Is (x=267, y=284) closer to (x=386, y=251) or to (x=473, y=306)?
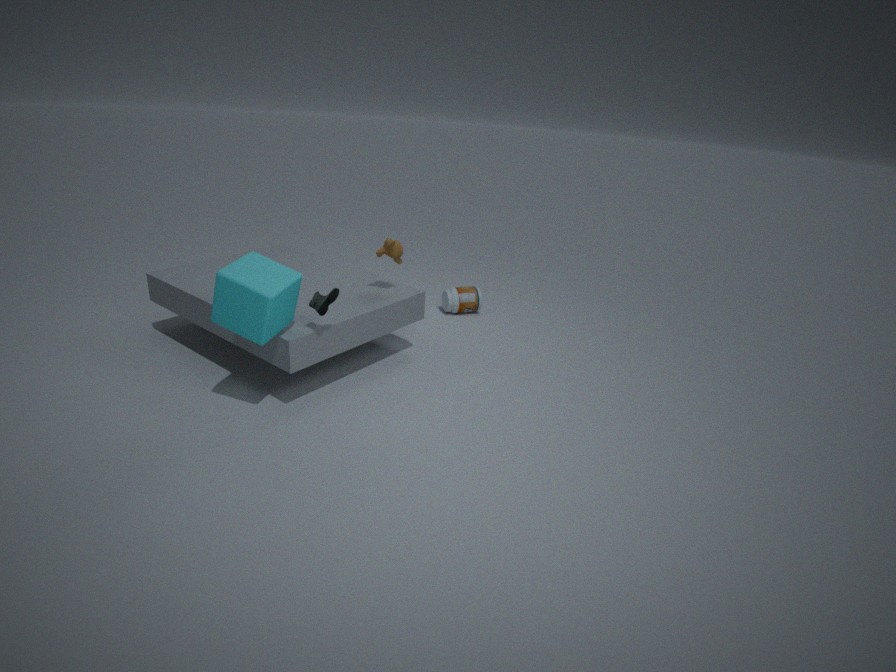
(x=386, y=251)
